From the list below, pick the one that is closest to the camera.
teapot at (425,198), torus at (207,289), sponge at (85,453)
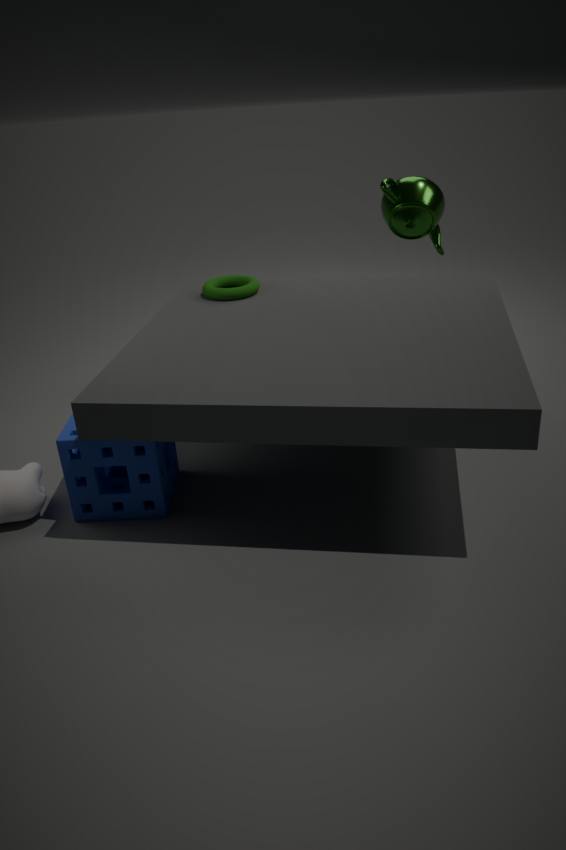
sponge at (85,453)
